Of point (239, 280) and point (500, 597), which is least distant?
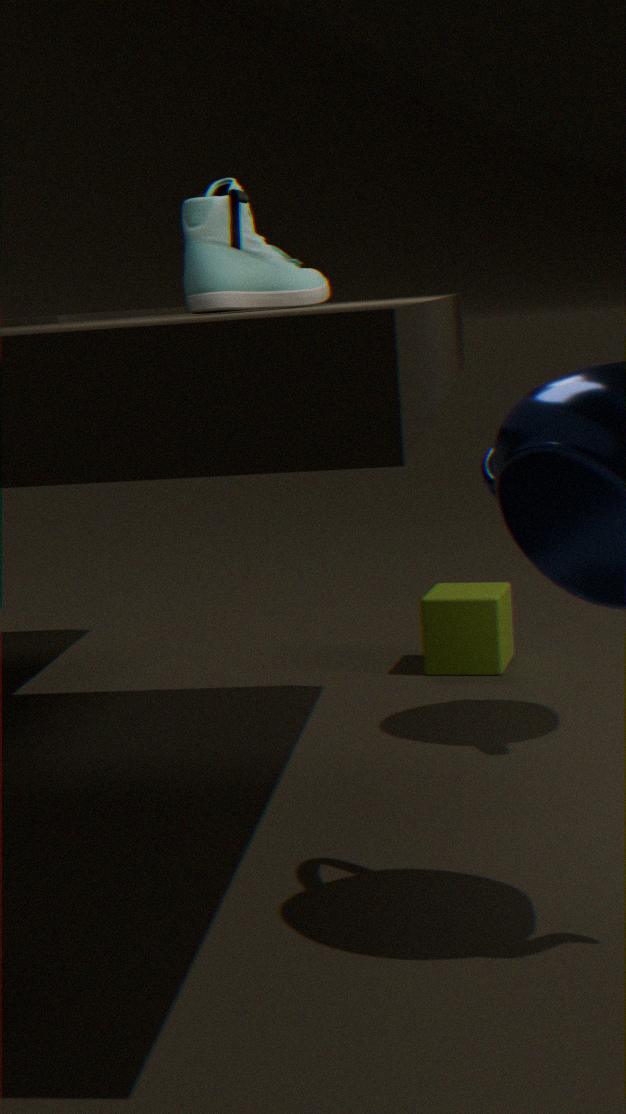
point (239, 280)
